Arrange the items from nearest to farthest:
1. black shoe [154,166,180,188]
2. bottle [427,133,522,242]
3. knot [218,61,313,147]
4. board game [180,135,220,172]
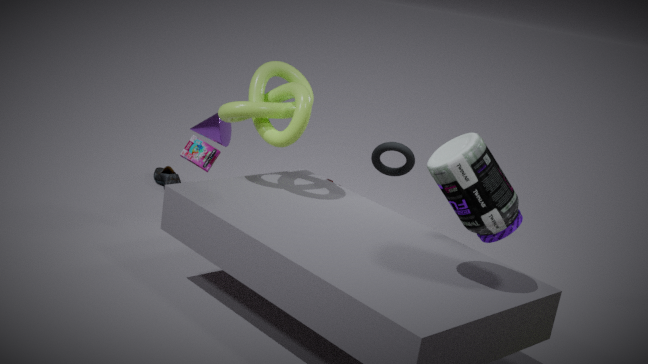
bottle [427,133,522,242], knot [218,61,313,147], board game [180,135,220,172], black shoe [154,166,180,188]
